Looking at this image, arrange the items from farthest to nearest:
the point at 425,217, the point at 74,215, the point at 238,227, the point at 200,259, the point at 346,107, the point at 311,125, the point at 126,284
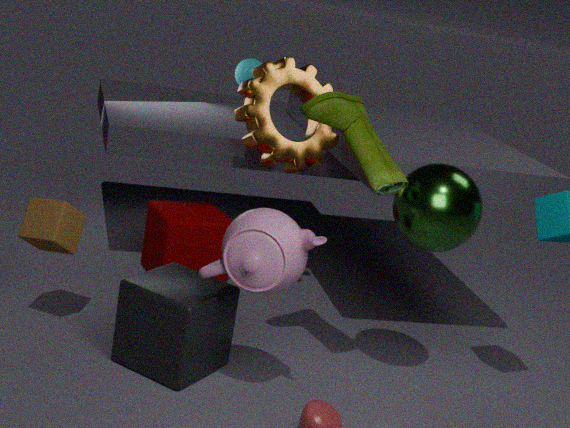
1. the point at 200,259
2. the point at 311,125
3. the point at 74,215
4. the point at 126,284
5. the point at 425,217
6. the point at 346,107
7. the point at 238,227
